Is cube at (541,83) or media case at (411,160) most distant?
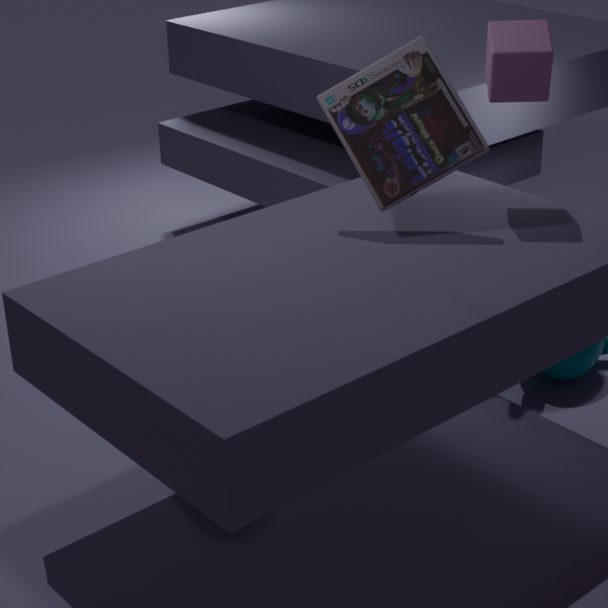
cube at (541,83)
